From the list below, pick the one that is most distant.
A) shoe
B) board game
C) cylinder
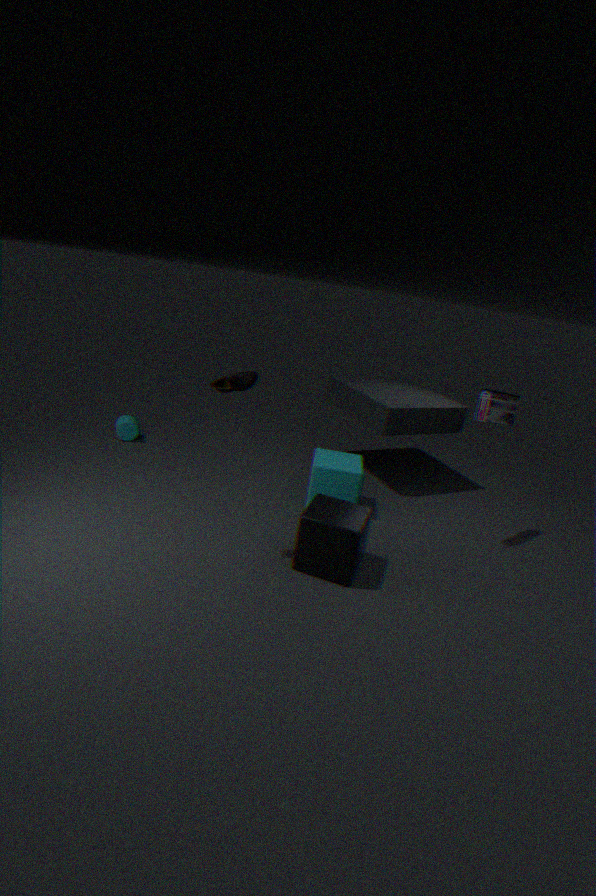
cylinder
